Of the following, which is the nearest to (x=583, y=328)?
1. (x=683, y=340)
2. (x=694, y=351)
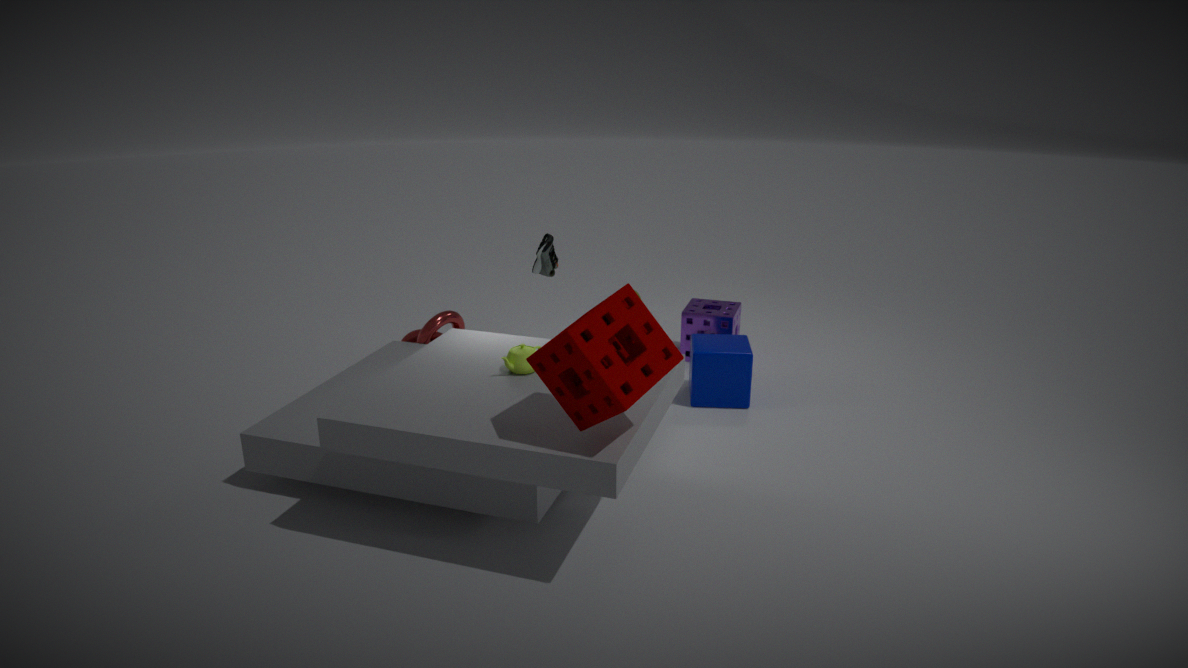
(x=694, y=351)
